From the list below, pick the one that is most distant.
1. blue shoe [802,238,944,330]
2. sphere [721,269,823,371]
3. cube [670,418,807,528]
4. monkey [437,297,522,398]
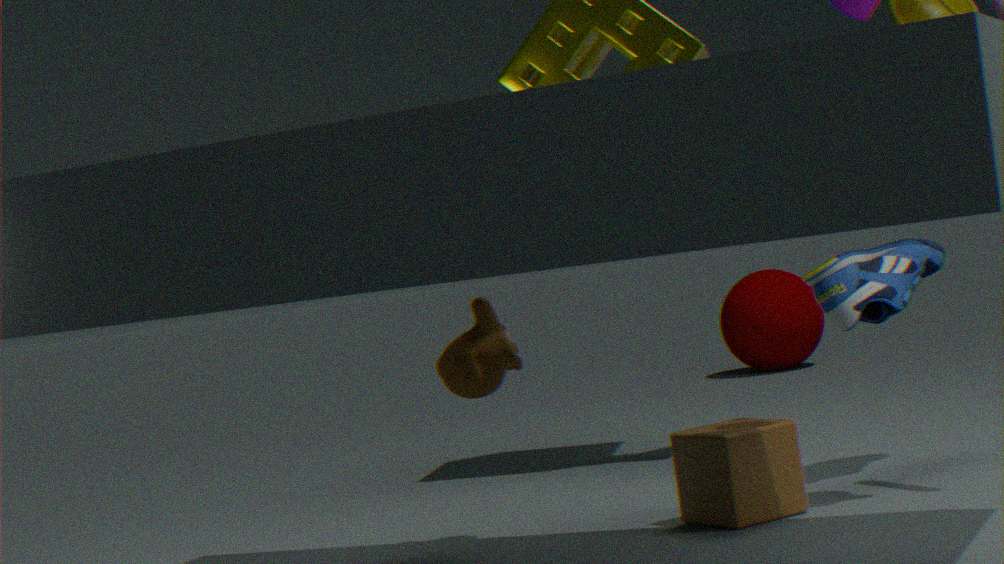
sphere [721,269,823,371]
